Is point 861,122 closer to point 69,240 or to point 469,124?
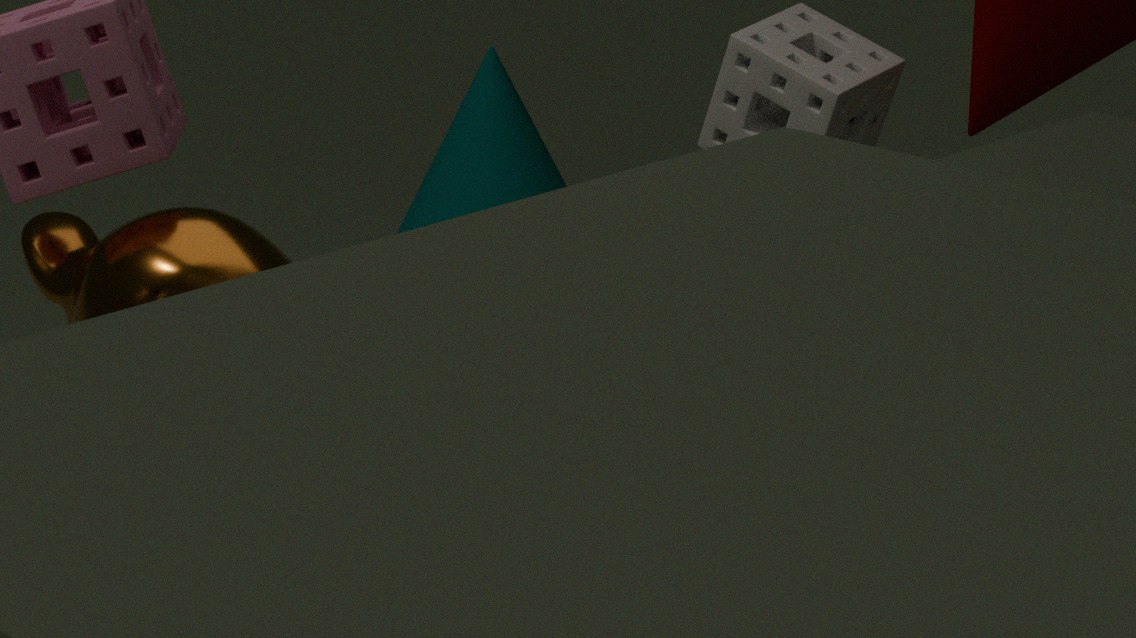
point 69,240
